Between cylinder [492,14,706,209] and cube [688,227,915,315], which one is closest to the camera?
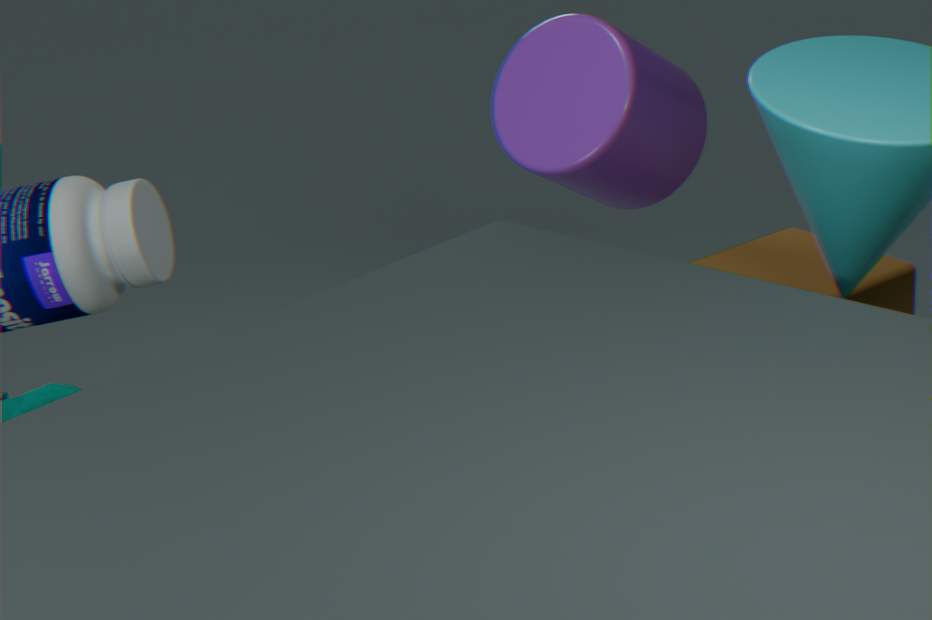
cube [688,227,915,315]
